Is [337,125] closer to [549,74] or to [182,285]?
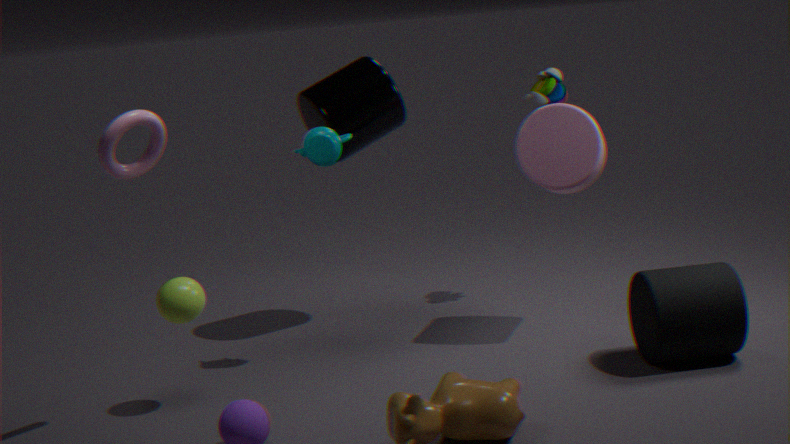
[549,74]
